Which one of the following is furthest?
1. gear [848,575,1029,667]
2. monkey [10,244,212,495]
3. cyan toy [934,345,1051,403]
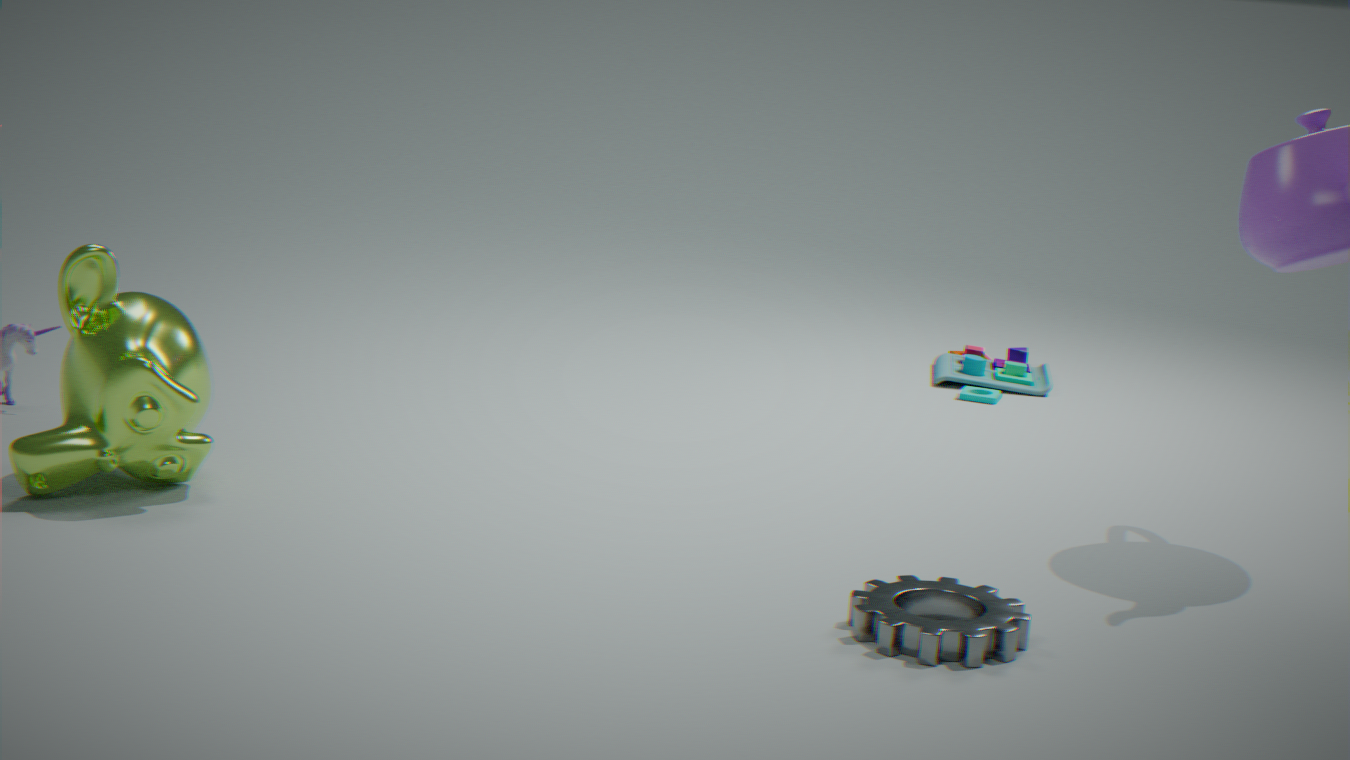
cyan toy [934,345,1051,403]
